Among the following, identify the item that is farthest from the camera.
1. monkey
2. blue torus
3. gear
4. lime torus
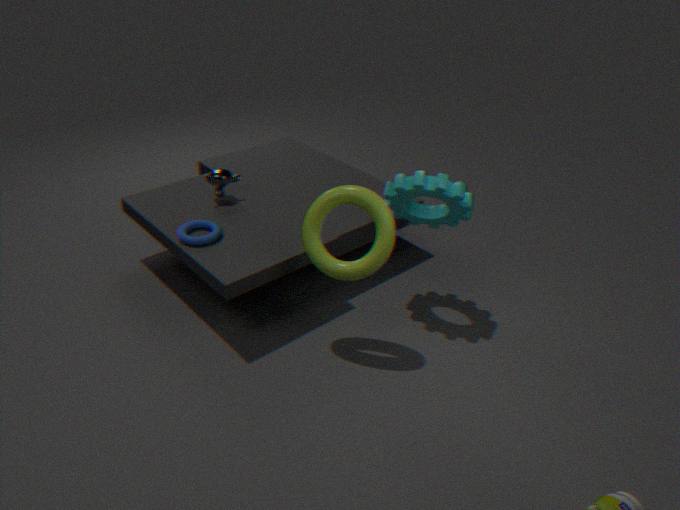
monkey
